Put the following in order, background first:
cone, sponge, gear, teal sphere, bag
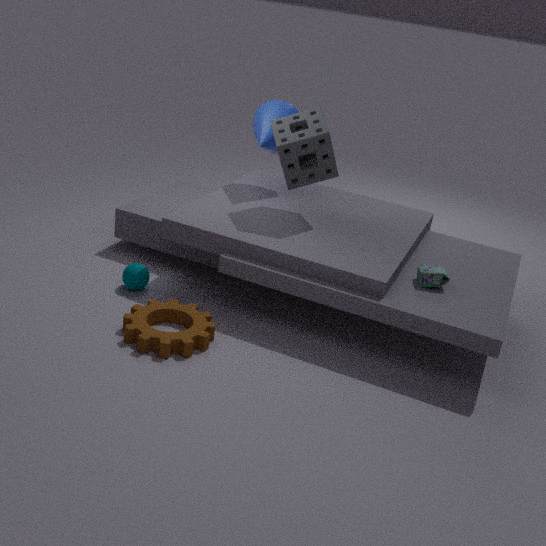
cone
teal sphere
sponge
bag
gear
